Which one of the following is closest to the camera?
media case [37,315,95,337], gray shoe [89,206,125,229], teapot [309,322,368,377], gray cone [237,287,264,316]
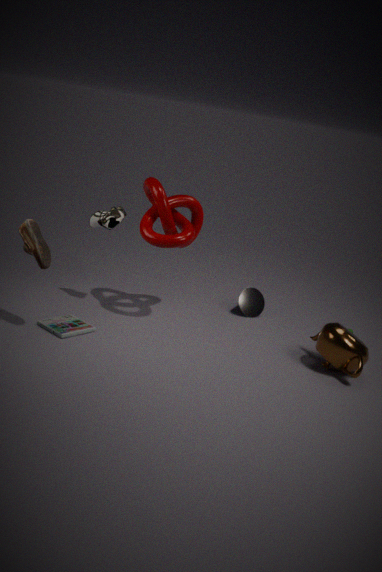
teapot [309,322,368,377]
